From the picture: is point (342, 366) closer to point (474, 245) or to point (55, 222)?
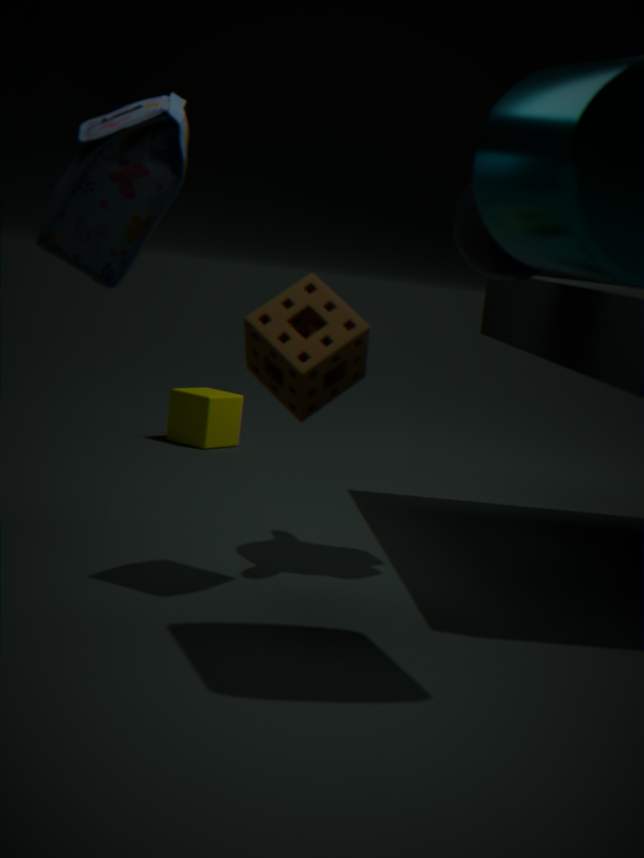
point (55, 222)
